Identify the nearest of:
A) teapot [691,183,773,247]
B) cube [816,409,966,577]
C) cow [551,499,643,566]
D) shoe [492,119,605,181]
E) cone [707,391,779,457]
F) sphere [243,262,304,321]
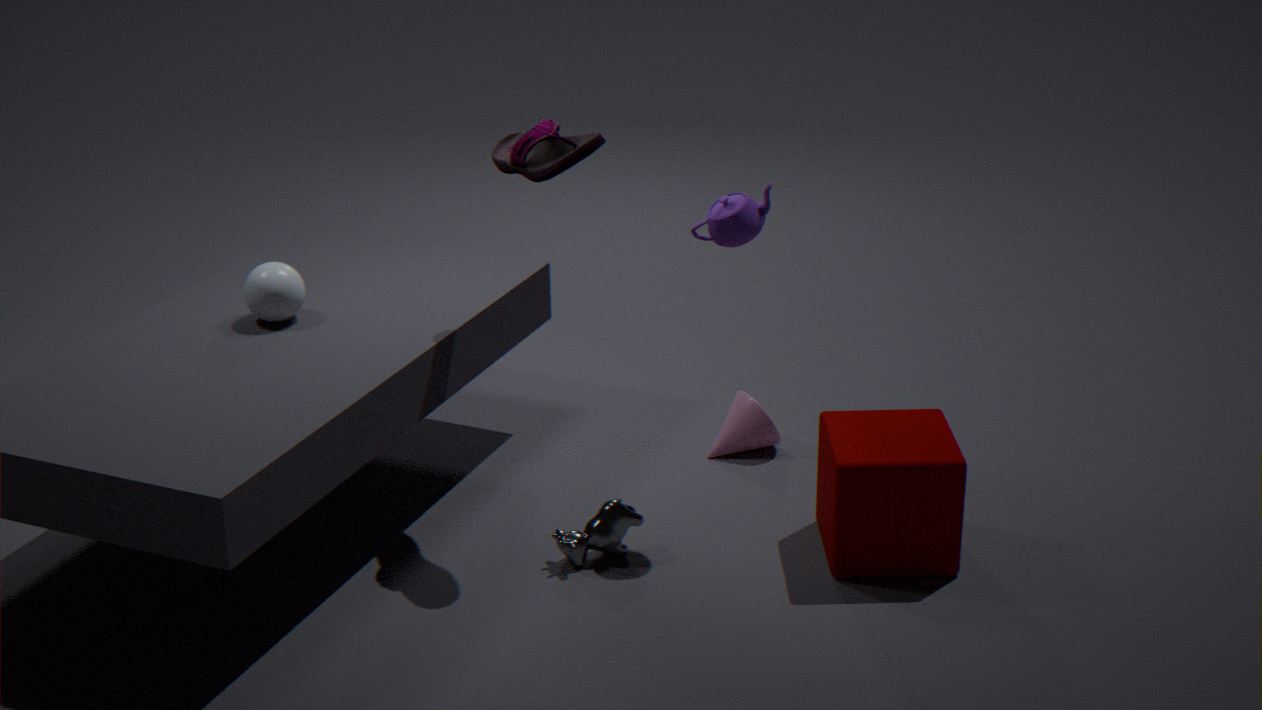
shoe [492,119,605,181]
